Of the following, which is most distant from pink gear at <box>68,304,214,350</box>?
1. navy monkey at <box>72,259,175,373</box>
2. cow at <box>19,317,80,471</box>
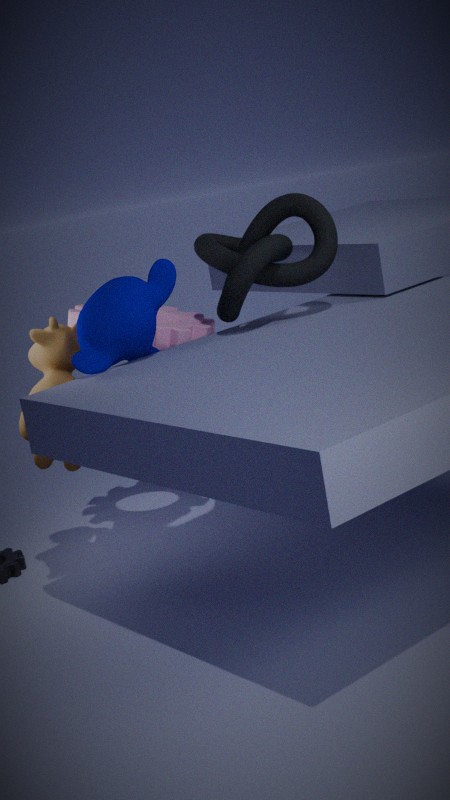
cow at <box>19,317,80,471</box>
